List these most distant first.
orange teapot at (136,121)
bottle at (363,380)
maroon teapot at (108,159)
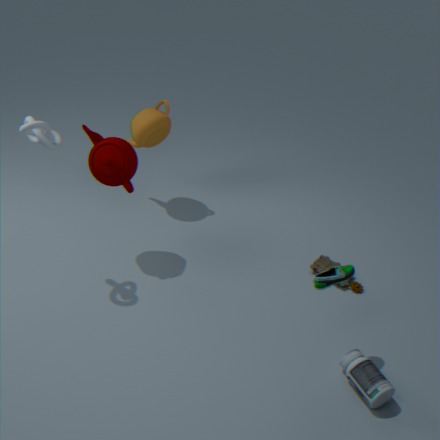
orange teapot at (136,121), maroon teapot at (108,159), bottle at (363,380)
